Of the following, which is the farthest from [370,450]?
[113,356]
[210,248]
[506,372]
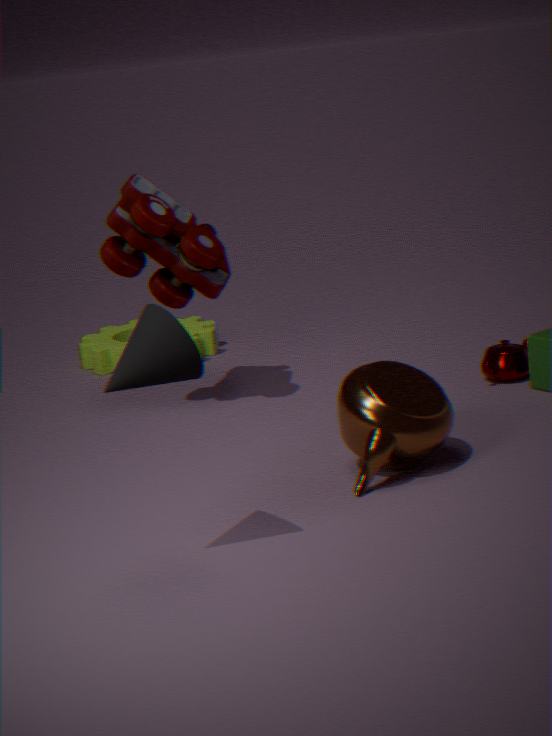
[113,356]
